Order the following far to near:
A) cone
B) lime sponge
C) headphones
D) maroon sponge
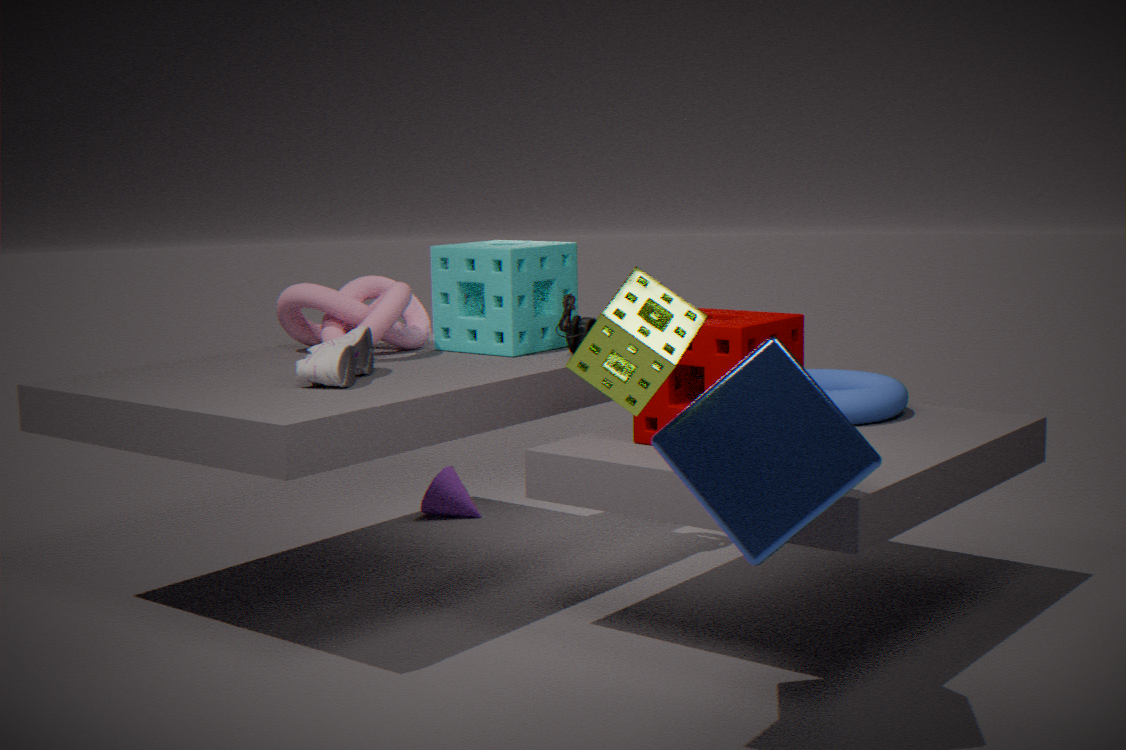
cone
headphones
maroon sponge
lime sponge
